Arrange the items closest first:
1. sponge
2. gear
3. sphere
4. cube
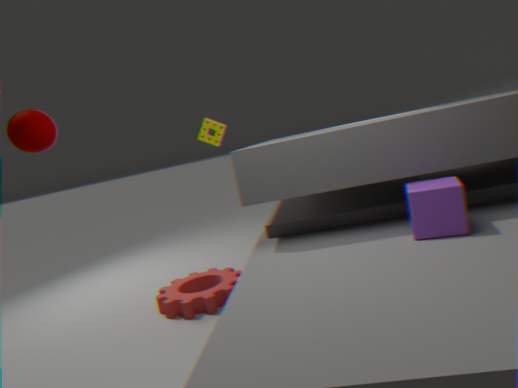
cube → sphere → gear → sponge
